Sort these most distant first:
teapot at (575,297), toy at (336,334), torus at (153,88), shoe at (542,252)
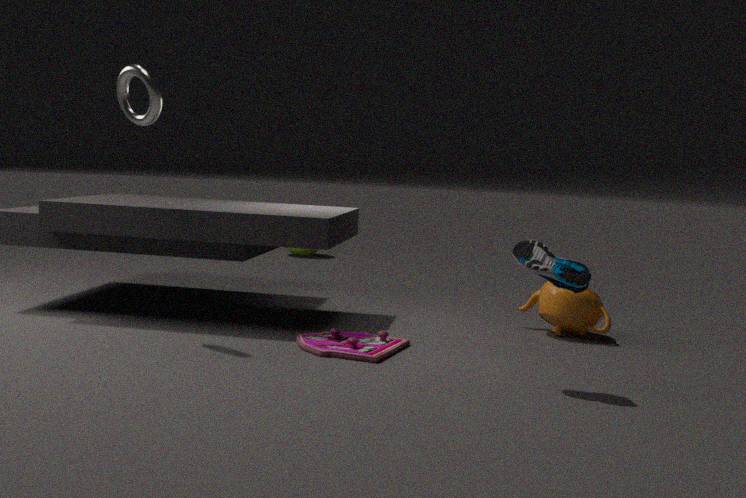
teapot at (575,297) < torus at (153,88) < toy at (336,334) < shoe at (542,252)
